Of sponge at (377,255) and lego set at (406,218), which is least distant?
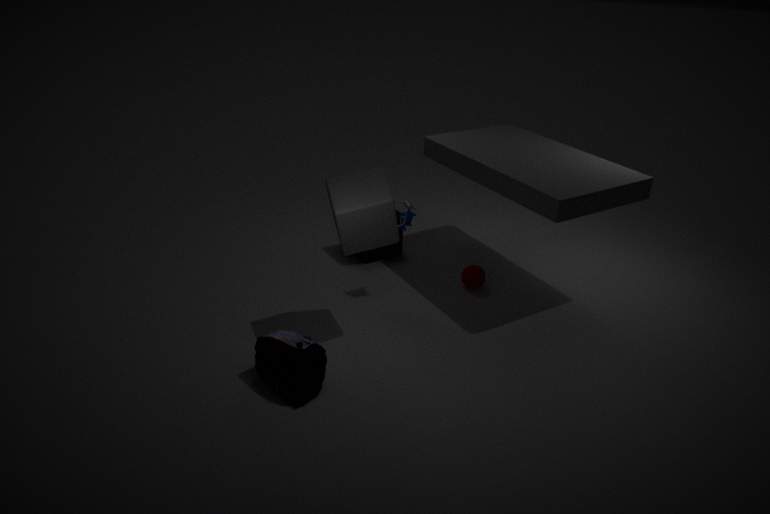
lego set at (406,218)
